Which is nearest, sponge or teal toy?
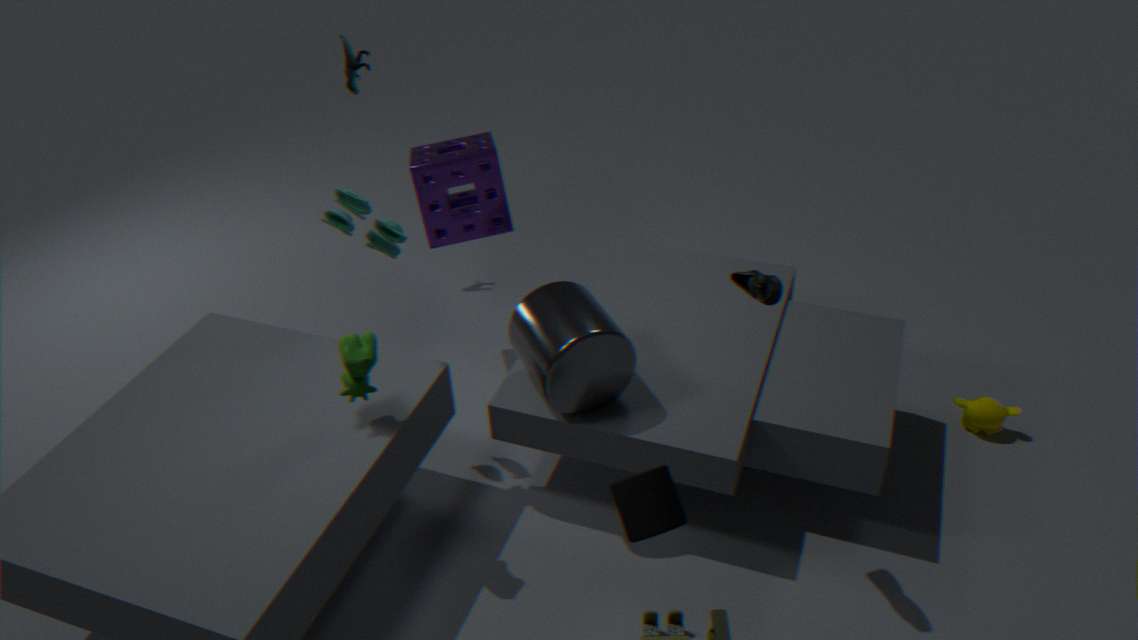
teal toy
